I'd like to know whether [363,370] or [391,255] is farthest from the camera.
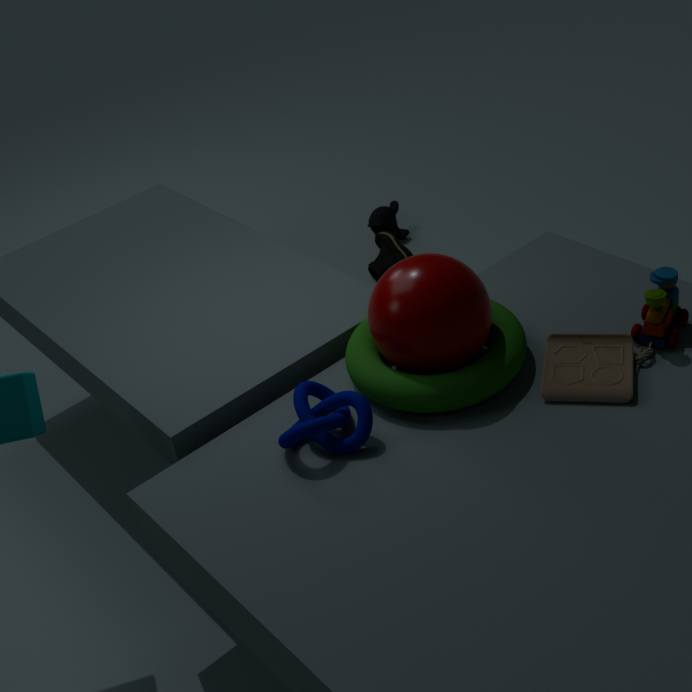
[391,255]
